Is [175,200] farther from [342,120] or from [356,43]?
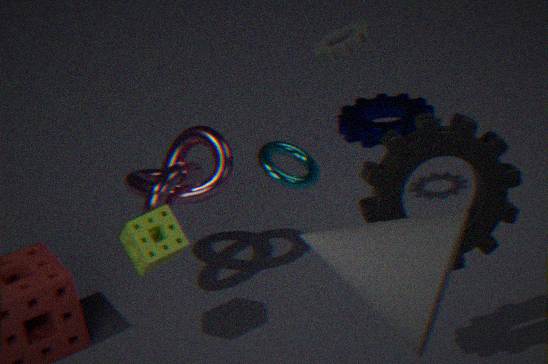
[342,120]
